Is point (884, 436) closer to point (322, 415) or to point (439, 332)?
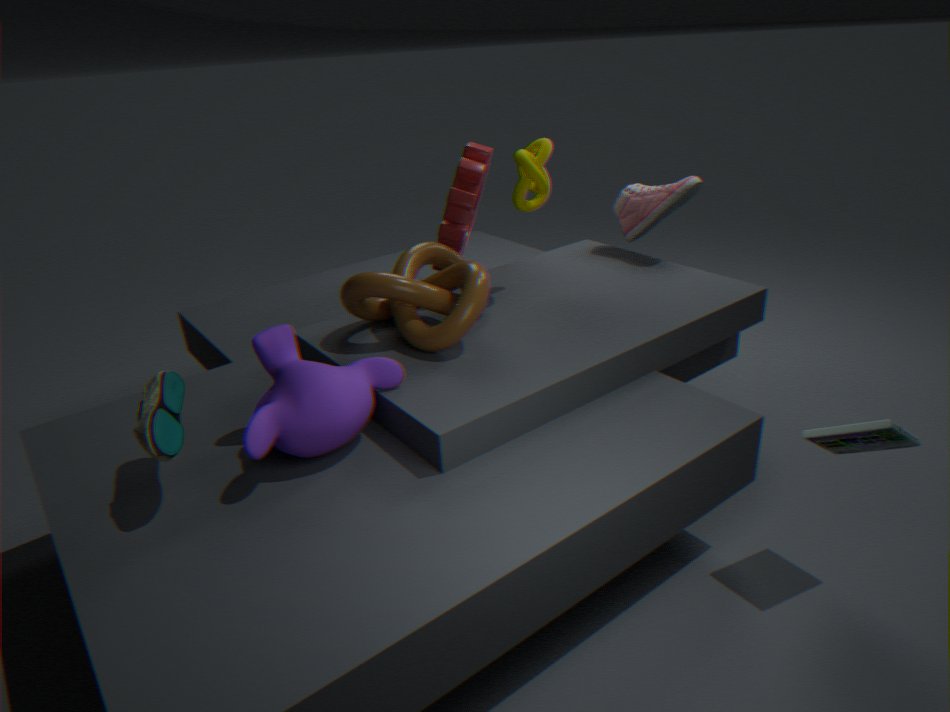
point (439, 332)
